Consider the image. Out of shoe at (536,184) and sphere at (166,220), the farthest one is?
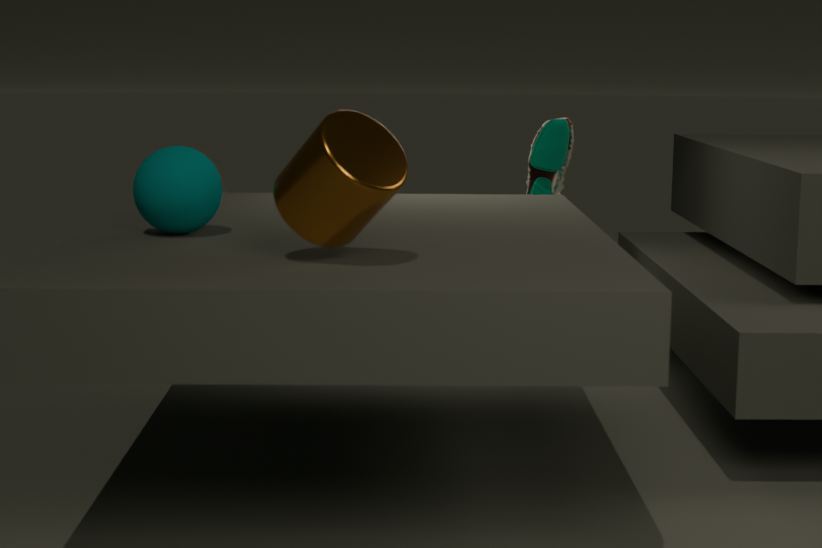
shoe at (536,184)
